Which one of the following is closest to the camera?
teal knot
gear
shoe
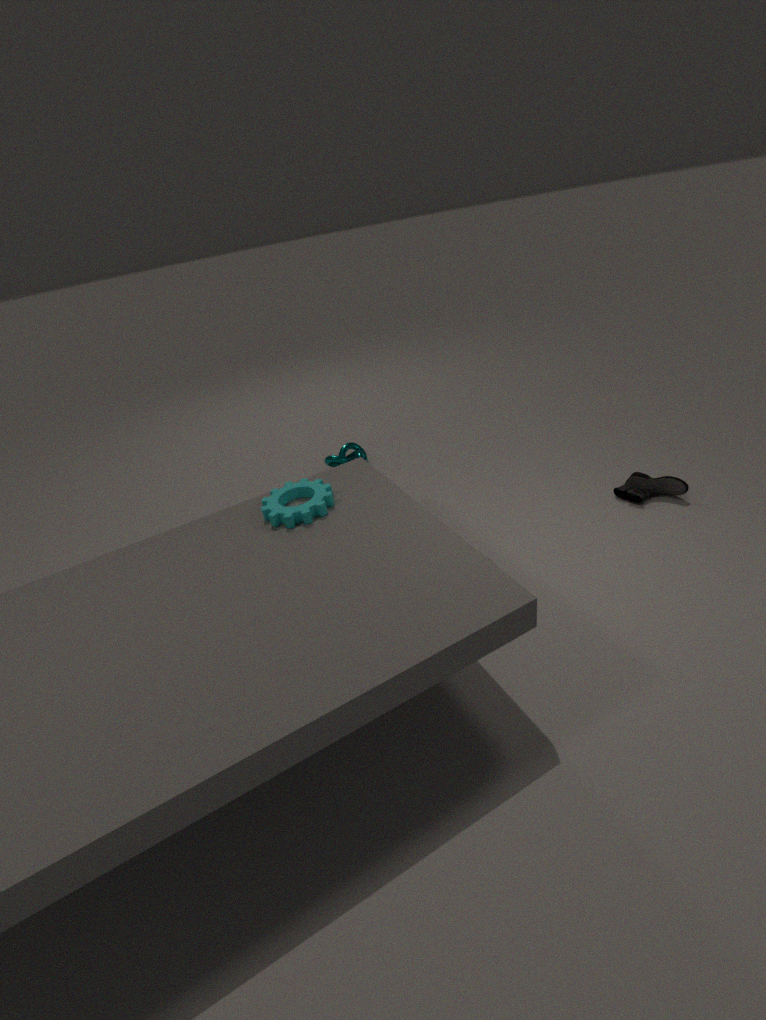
gear
